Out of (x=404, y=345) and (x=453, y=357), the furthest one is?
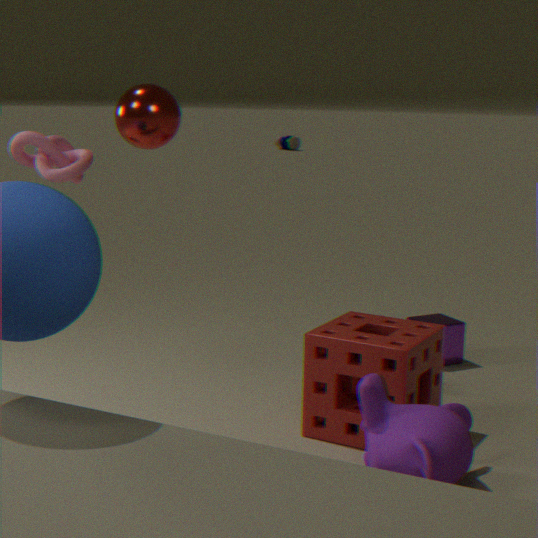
(x=453, y=357)
